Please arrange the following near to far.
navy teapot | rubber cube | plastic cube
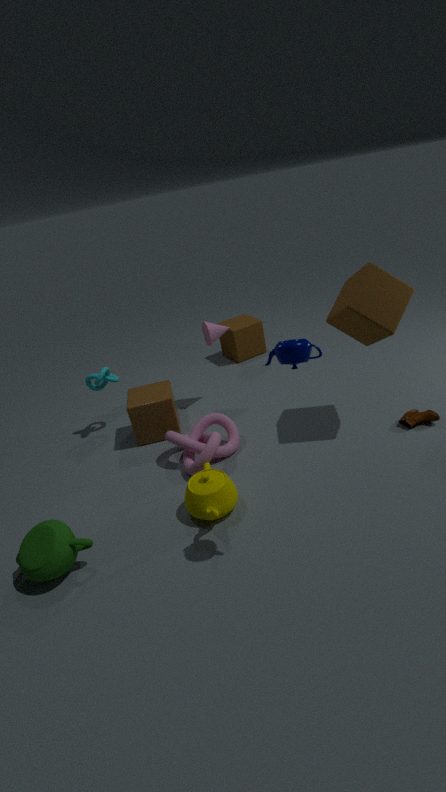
navy teapot, rubber cube, plastic cube
